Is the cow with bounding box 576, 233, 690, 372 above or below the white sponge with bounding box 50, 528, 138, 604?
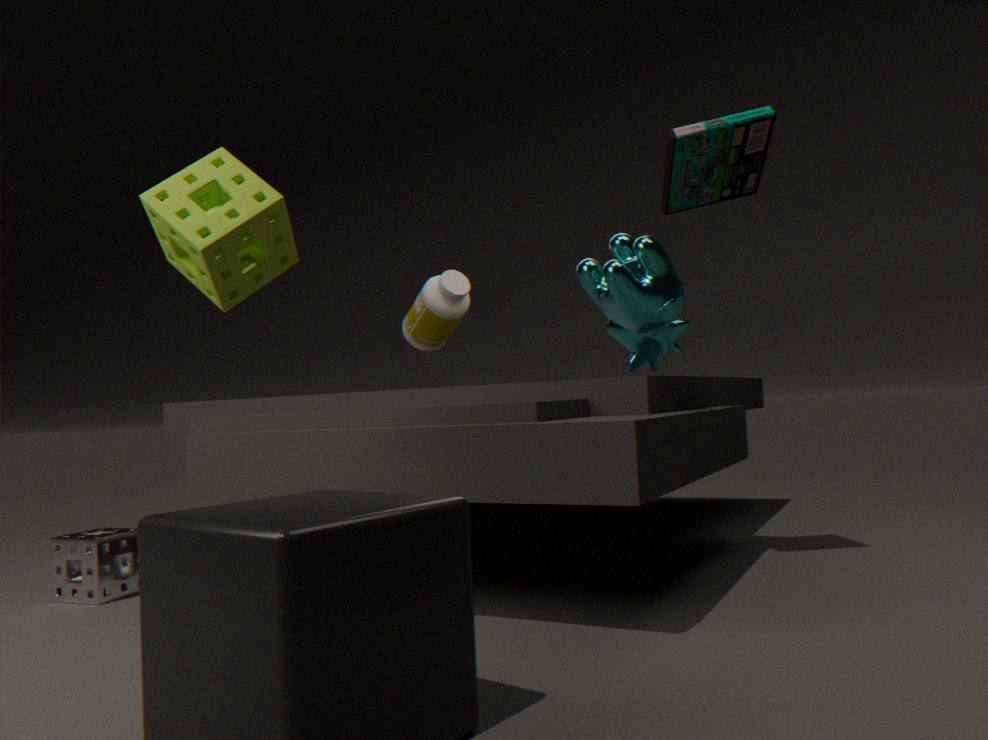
above
